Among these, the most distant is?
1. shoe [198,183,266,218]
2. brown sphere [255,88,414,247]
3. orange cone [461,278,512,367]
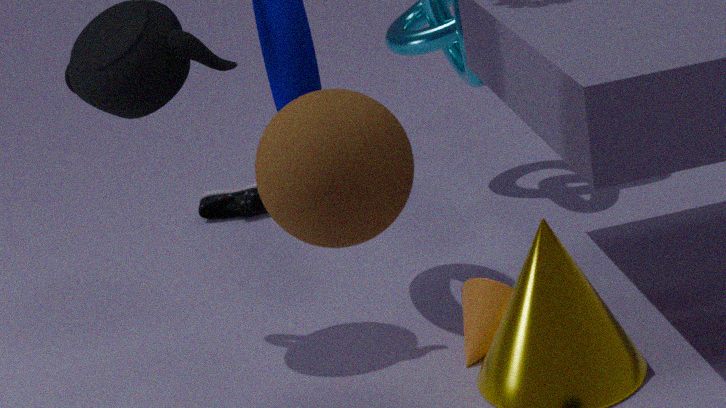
shoe [198,183,266,218]
